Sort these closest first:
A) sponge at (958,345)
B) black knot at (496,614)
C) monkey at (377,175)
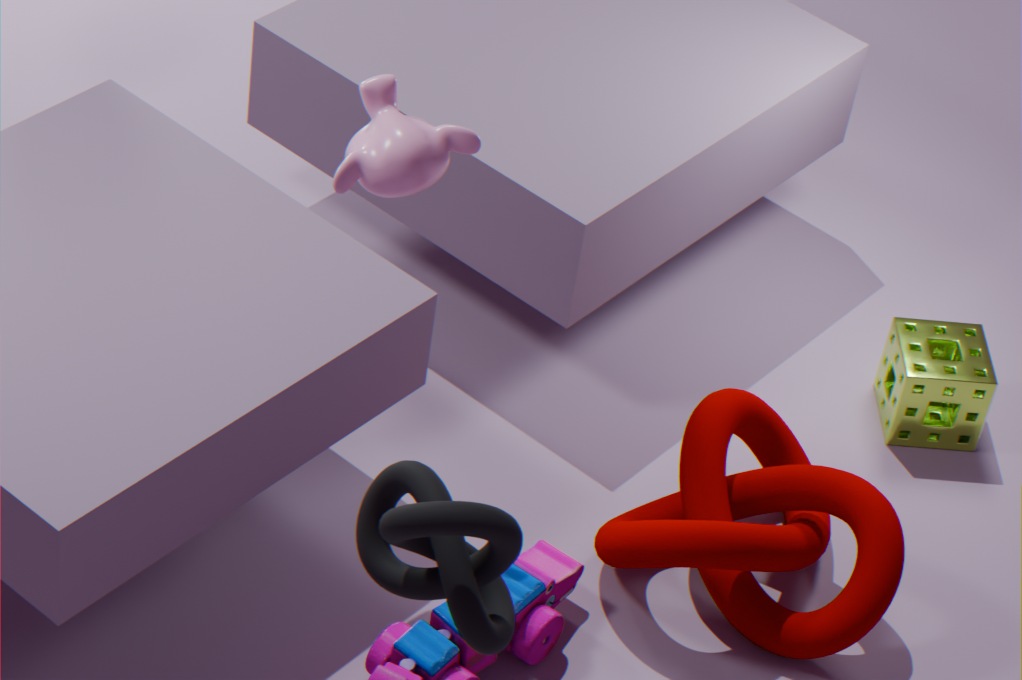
black knot at (496,614) < monkey at (377,175) < sponge at (958,345)
